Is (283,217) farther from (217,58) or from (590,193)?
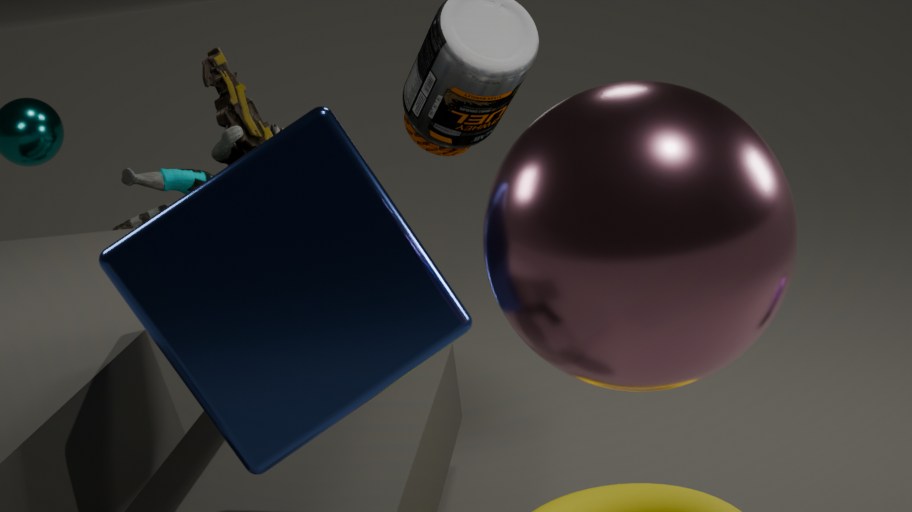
(217,58)
